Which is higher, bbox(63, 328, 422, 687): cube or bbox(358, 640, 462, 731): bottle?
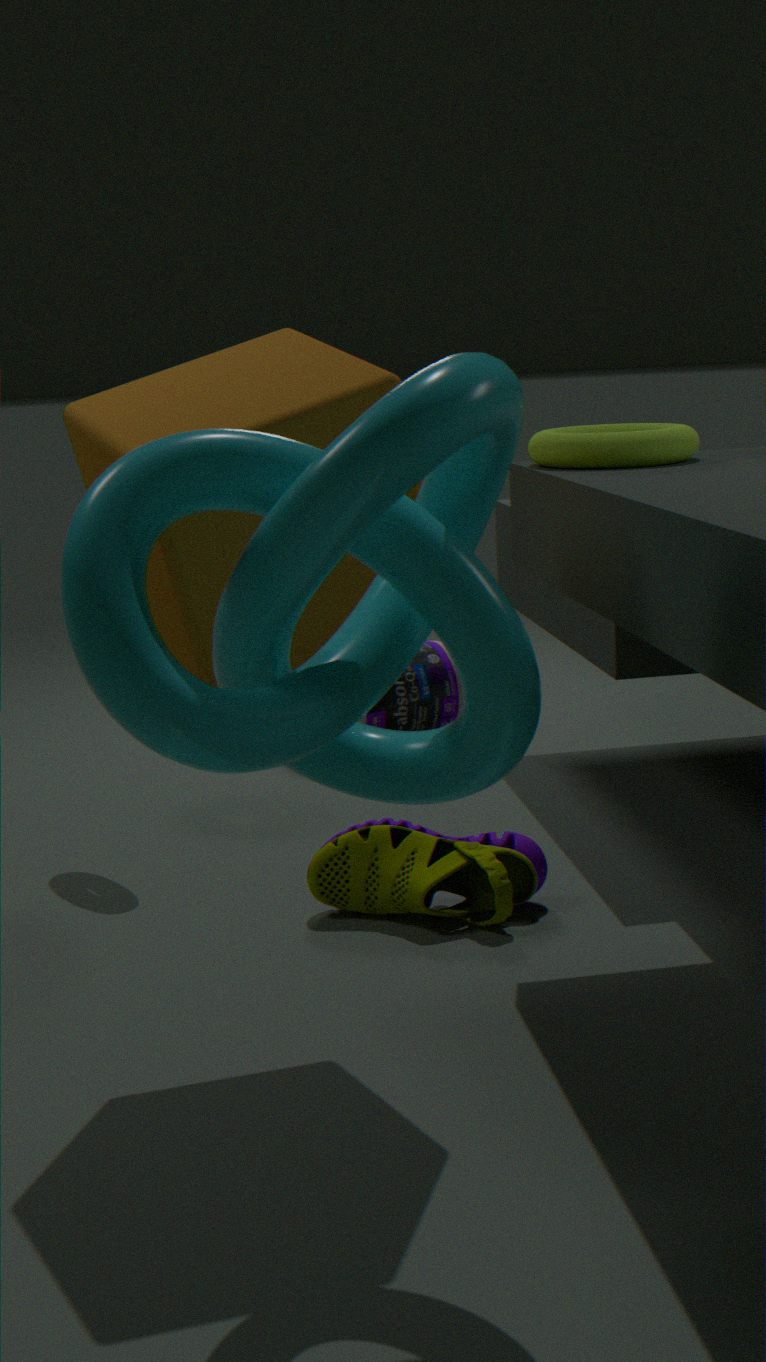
bbox(63, 328, 422, 687): cube
